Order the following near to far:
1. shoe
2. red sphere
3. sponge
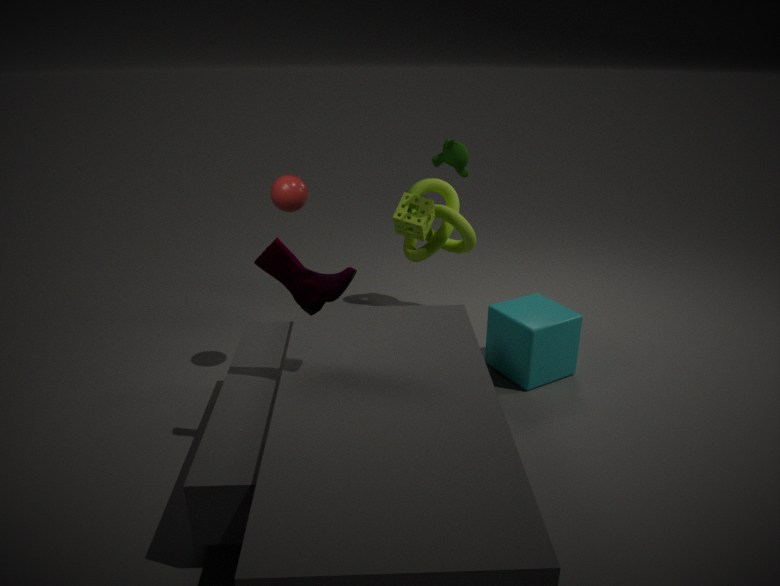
shoe < red sphere < sponge
